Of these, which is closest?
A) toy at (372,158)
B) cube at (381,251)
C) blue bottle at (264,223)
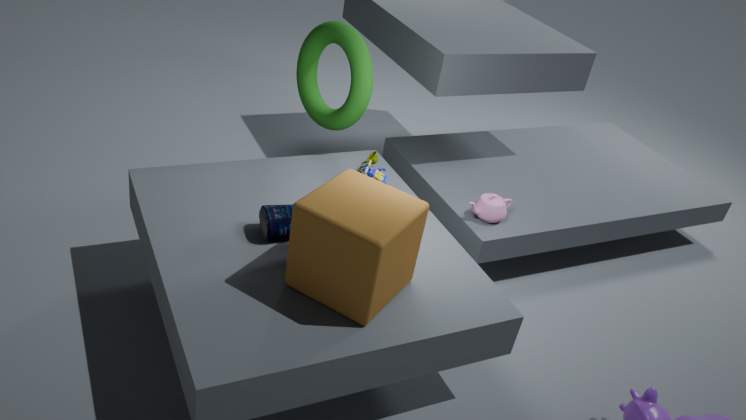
cube at (381,251)
